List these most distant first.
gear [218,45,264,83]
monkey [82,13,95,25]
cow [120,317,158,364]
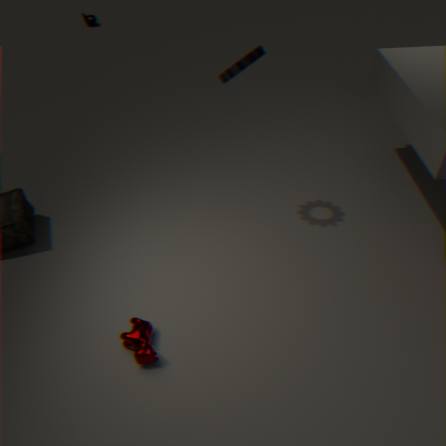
monkey [82,13,95,25]
gear [218,45,264,83]
cow [120,317,158,364]
